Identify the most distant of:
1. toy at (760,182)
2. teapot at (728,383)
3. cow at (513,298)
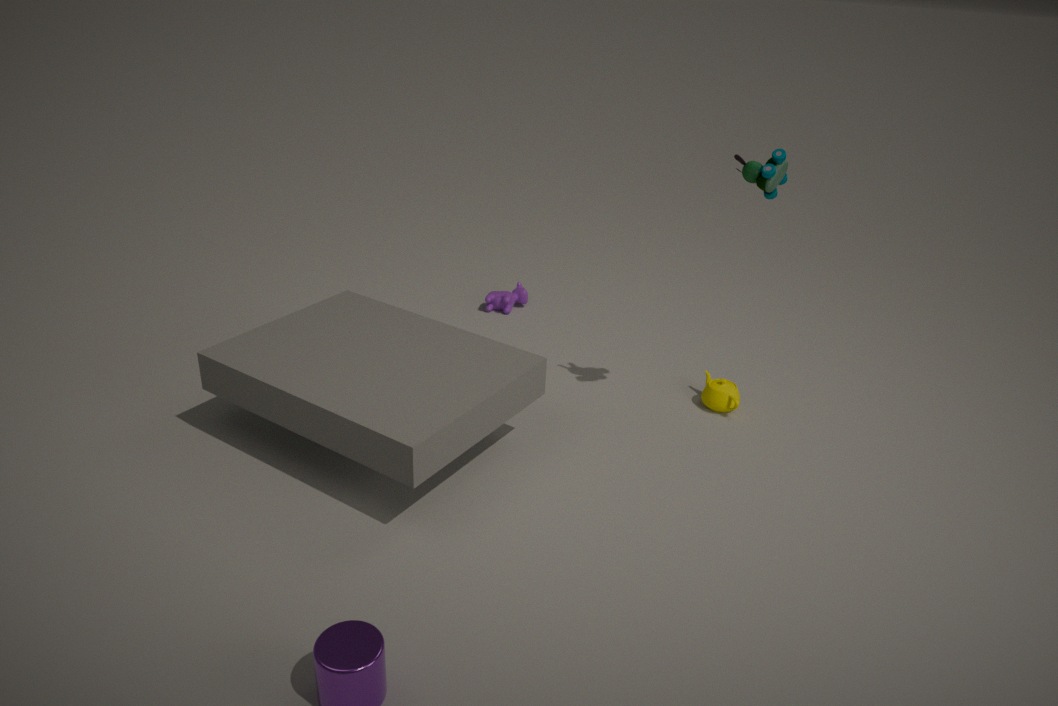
cow at (513,298)
